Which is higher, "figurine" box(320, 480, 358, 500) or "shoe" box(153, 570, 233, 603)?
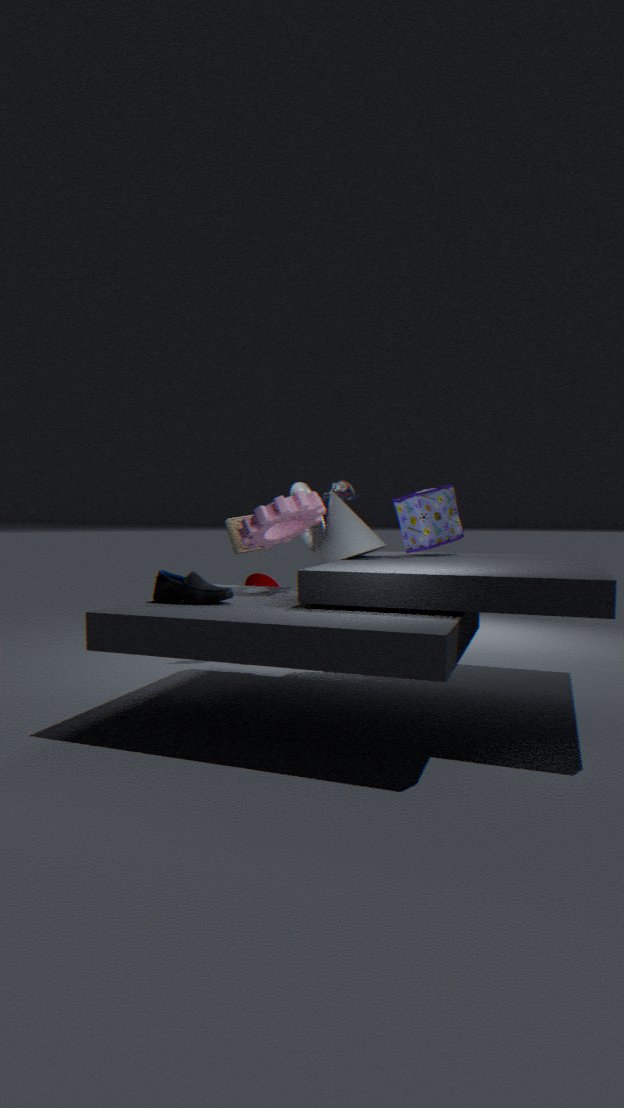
"figurine" box(320, 480, 358, 500)
